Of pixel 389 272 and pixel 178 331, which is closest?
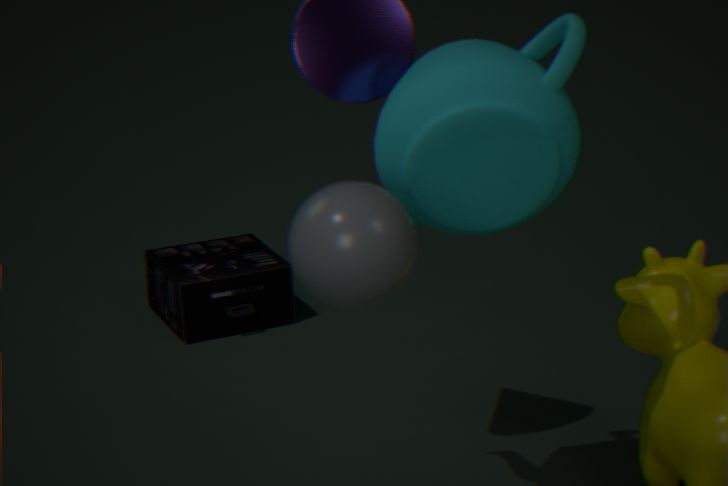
pixel 389 272
